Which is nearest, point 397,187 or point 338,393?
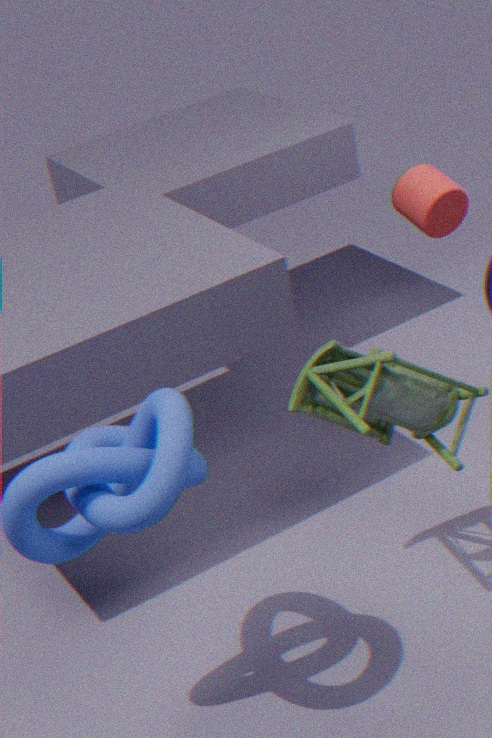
point 338,393
